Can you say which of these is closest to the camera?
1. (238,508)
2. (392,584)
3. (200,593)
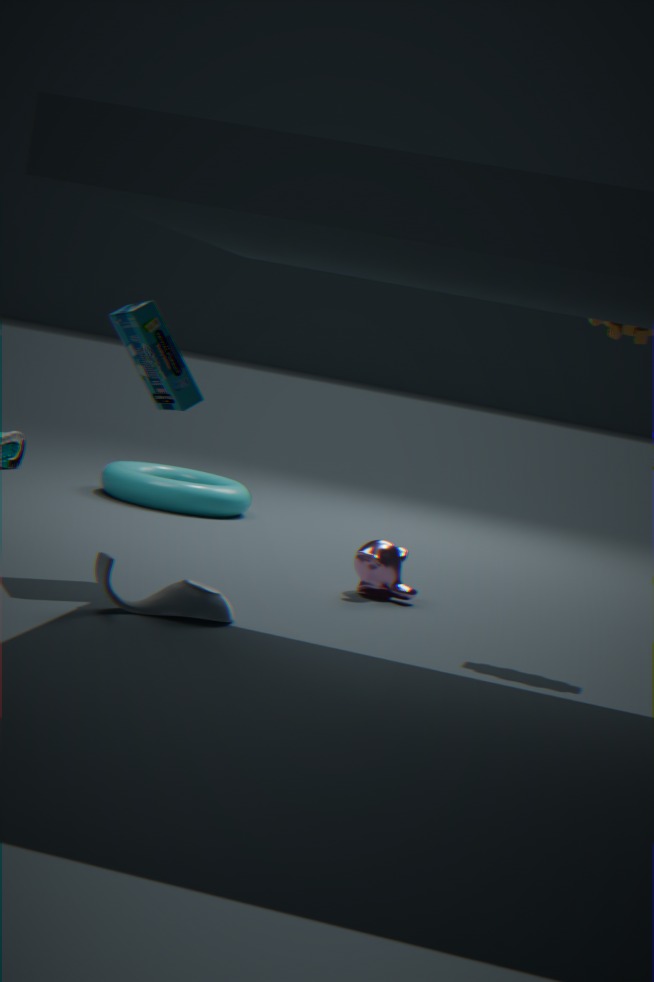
(200,593)
